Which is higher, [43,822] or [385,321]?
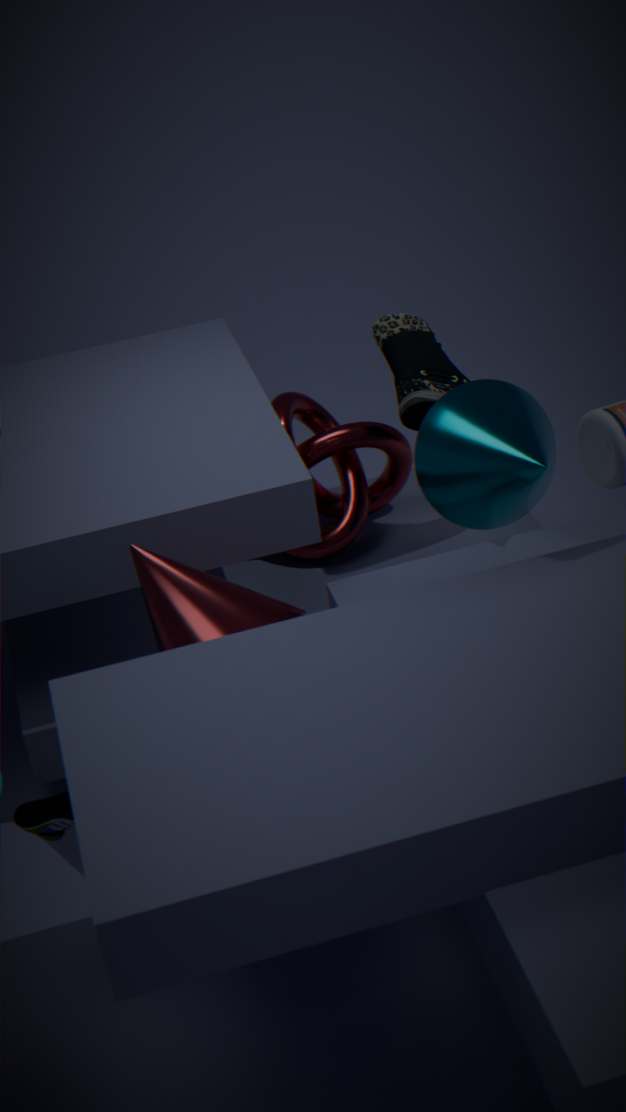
[385,321]
